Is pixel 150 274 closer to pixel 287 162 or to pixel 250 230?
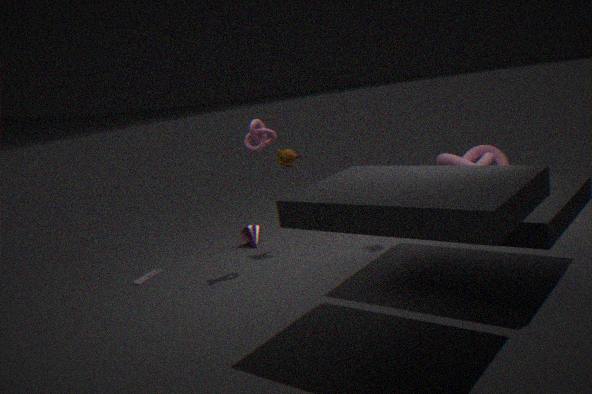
pixel 250 230
